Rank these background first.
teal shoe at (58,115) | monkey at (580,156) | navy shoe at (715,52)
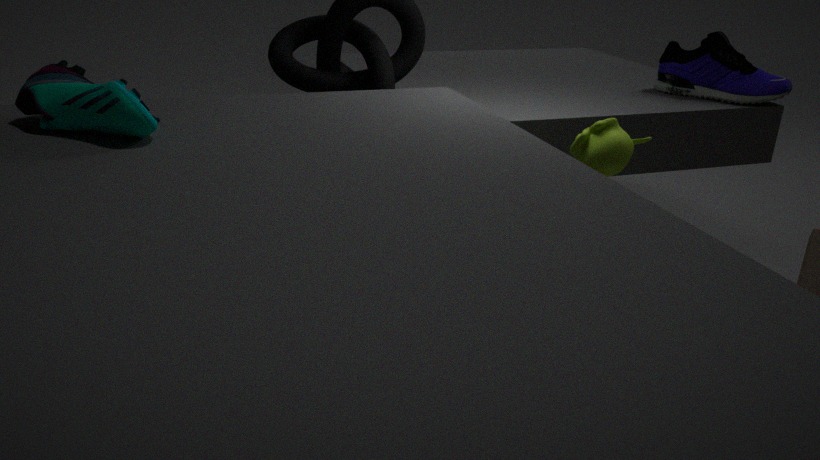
1. navy shoe at (715,52)
2. monkey at (580,156)
3. teal shoe at (58,115)
